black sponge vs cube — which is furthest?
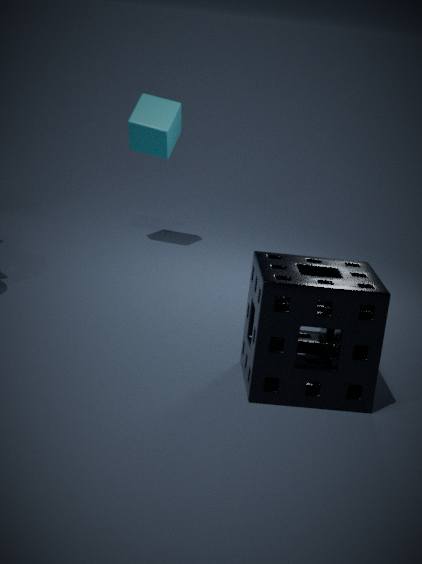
cube
